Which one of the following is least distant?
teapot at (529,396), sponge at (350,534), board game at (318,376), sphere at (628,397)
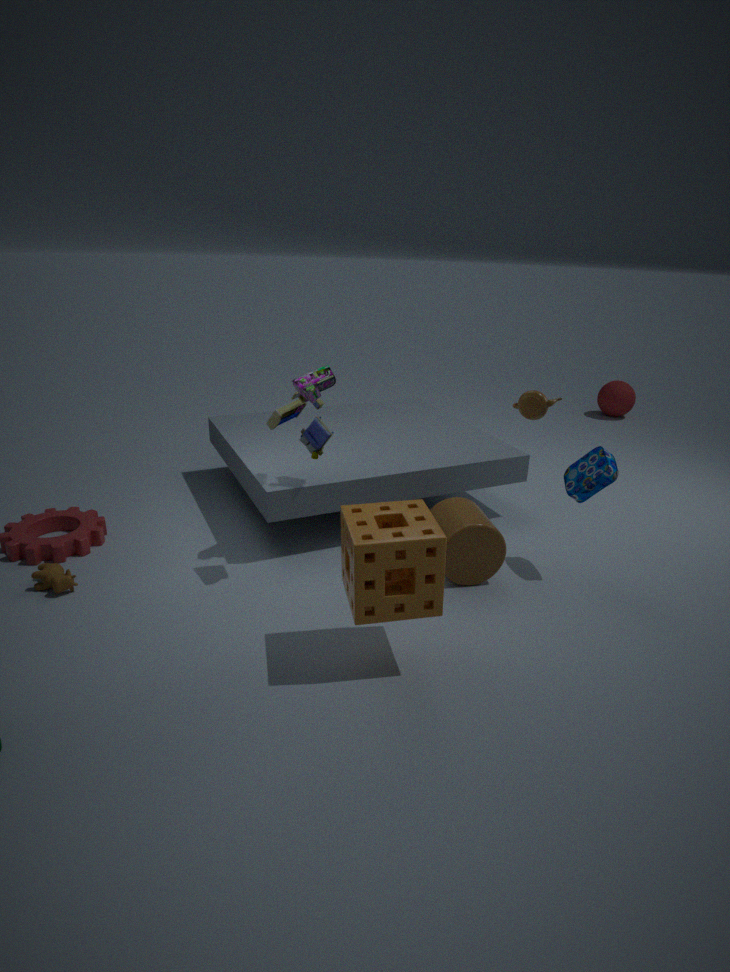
sponge at (350,534)
